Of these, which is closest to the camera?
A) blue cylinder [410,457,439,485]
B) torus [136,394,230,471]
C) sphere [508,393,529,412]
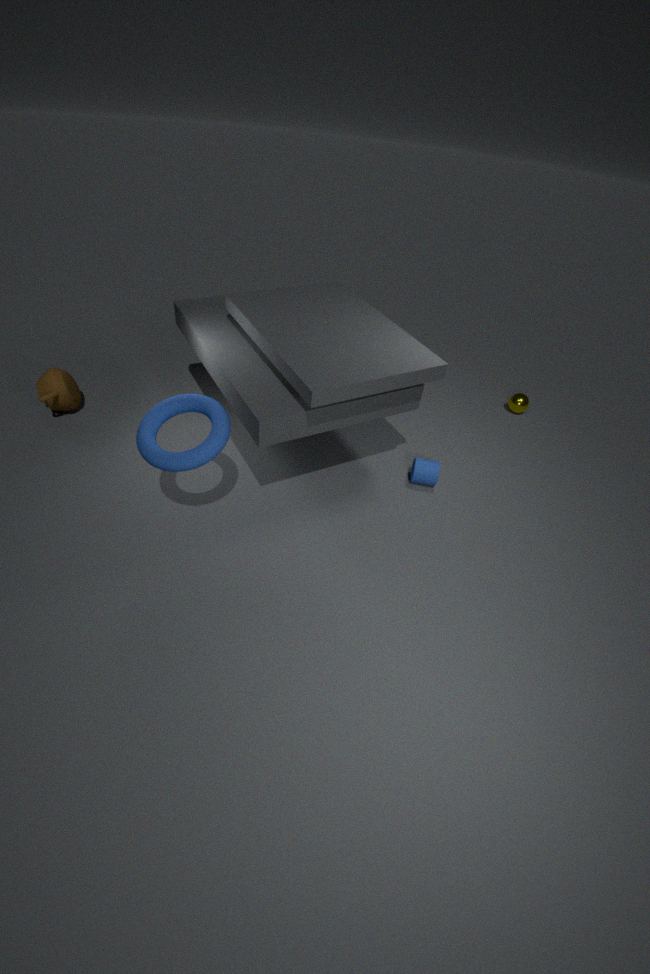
torus [136,394,230,471]
